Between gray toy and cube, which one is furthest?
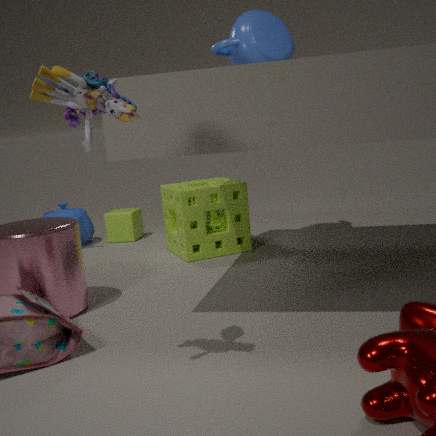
cube
